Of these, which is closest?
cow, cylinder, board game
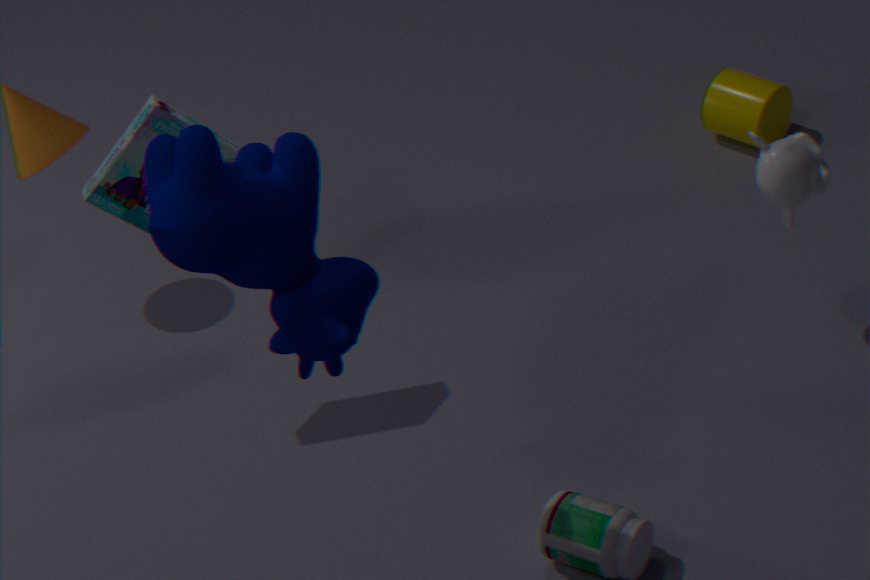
cow
